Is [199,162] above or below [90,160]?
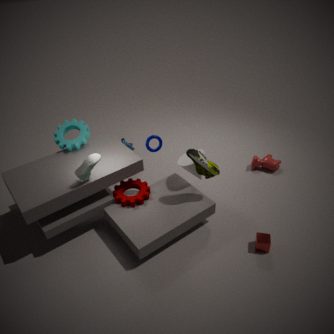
below
